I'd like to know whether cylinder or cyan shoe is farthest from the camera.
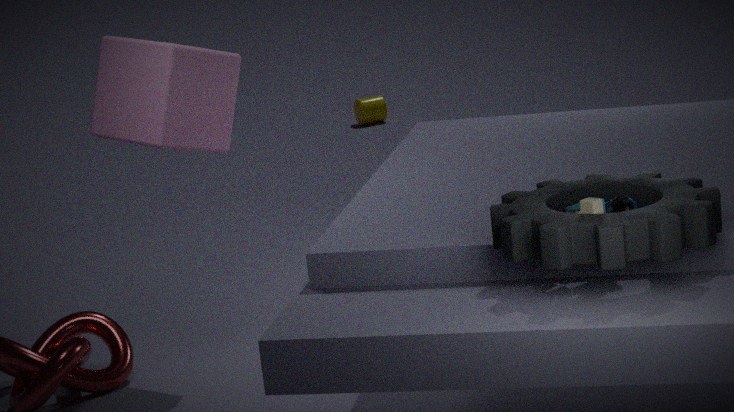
cylinder
